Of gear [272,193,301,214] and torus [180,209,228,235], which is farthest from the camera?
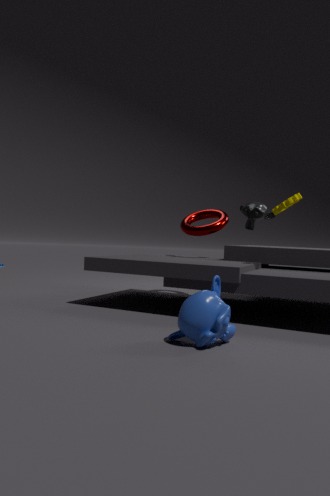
torus [180,209,228,235]
